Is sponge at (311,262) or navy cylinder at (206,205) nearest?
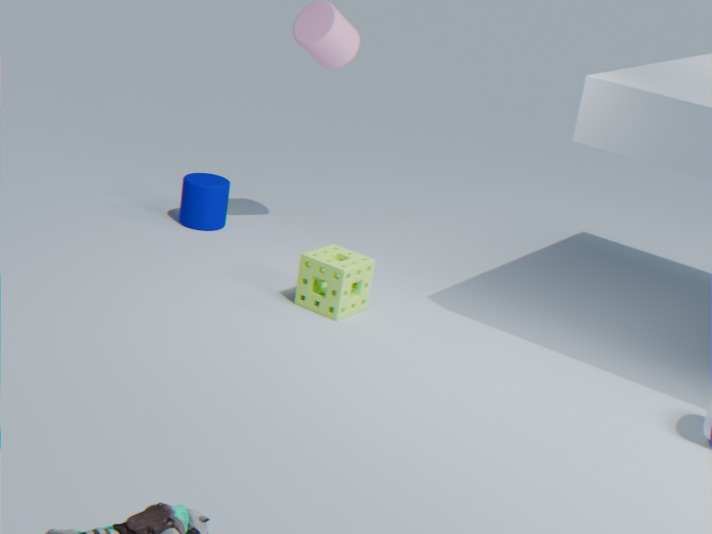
sponge at (311,262)
